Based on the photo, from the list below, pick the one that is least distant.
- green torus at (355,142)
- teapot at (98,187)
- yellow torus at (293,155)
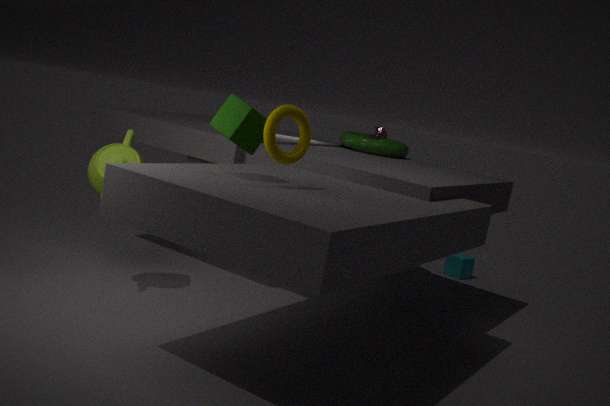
yellow torus at (293,155)
